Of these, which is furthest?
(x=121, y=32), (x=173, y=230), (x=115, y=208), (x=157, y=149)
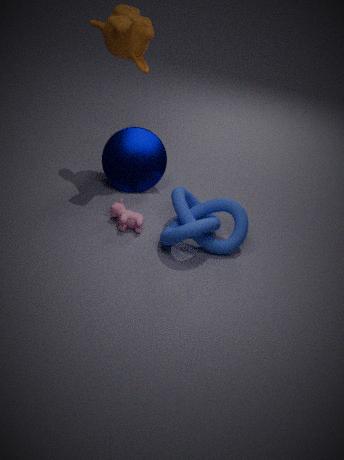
(x=157, y=149)
